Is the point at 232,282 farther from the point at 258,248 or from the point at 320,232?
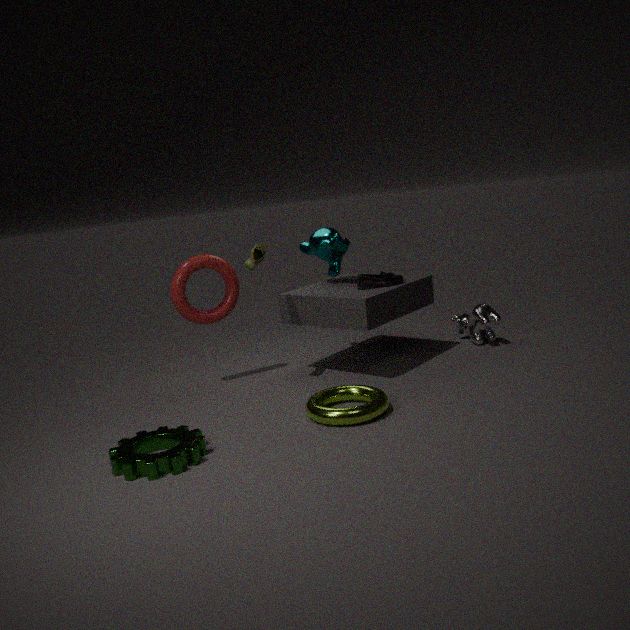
the point at 320,232
